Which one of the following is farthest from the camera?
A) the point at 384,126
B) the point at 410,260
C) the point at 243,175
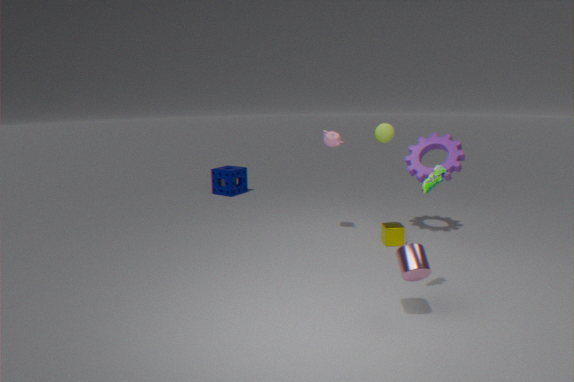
the point at 243,175
